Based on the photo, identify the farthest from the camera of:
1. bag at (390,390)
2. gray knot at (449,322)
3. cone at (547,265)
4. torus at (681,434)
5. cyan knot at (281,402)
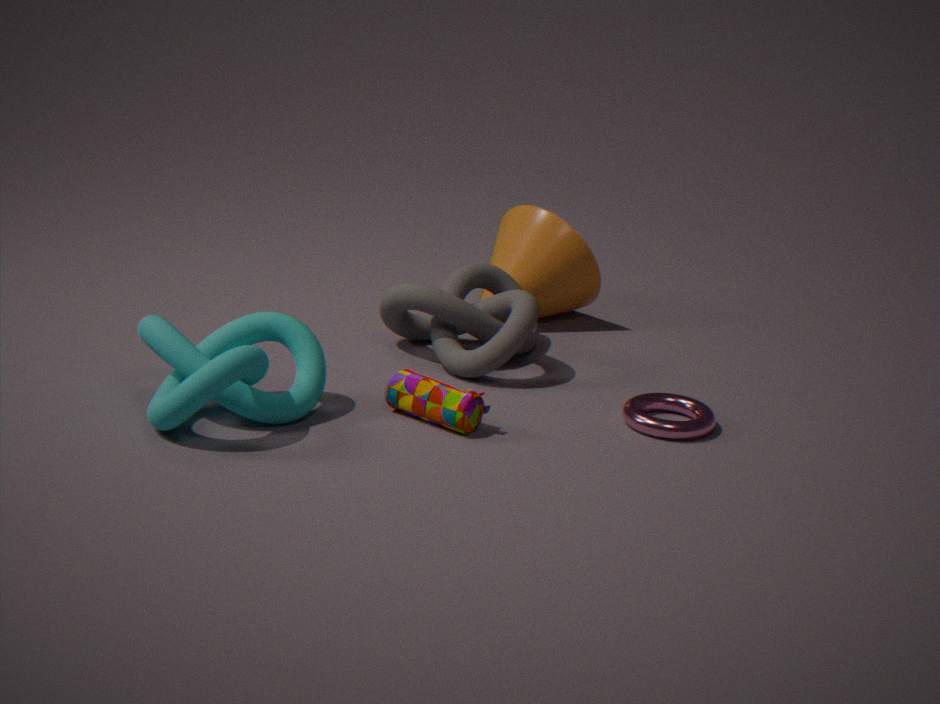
cone at (547,265)
